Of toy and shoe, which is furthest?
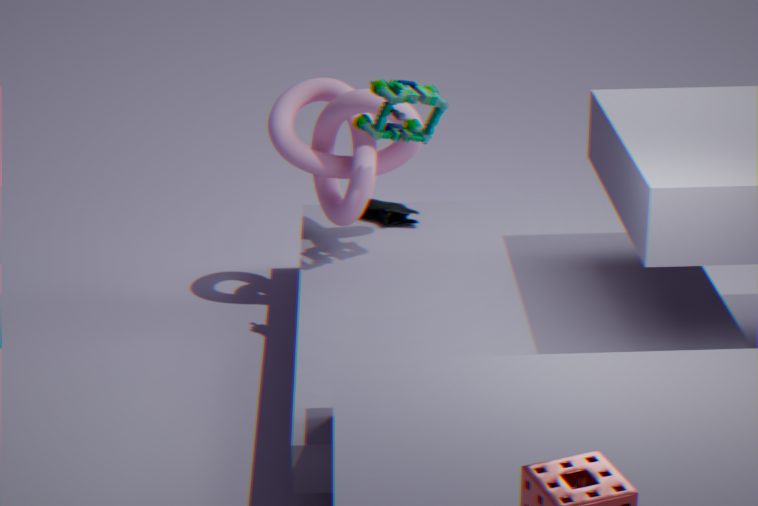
shoe
